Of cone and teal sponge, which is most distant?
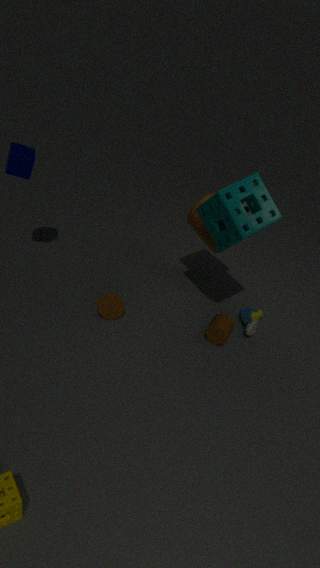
cone
